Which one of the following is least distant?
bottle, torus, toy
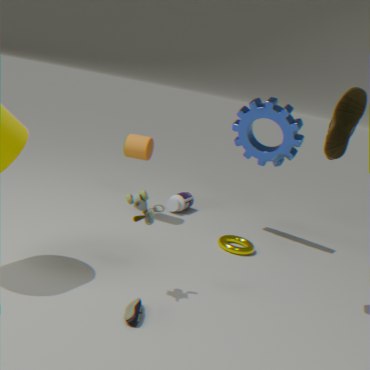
toy
